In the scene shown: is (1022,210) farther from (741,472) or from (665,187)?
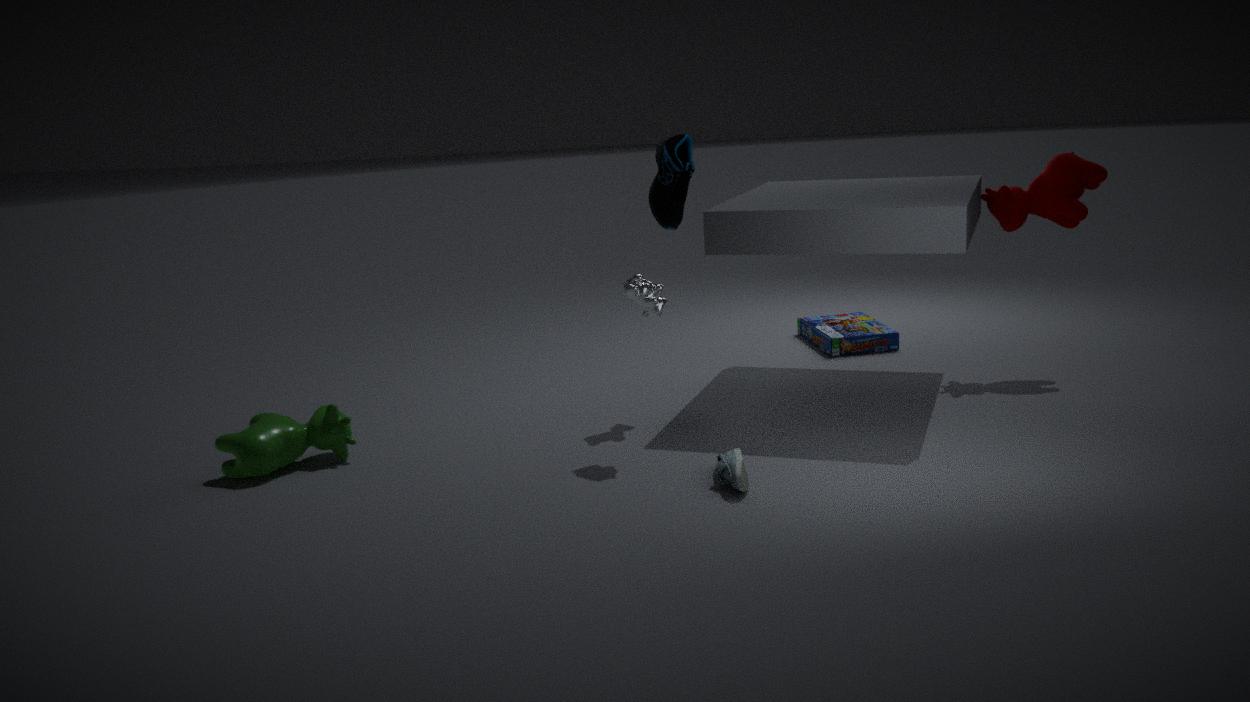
(741,472)
